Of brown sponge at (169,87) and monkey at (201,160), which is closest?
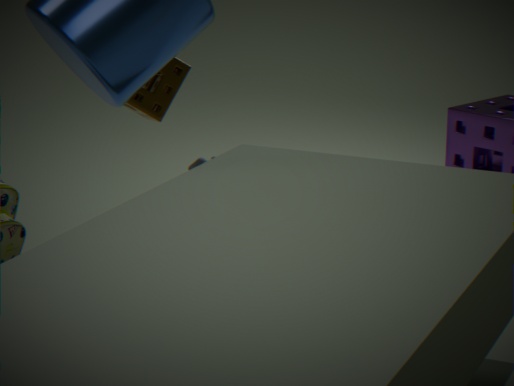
brown sponge at (169,87)
